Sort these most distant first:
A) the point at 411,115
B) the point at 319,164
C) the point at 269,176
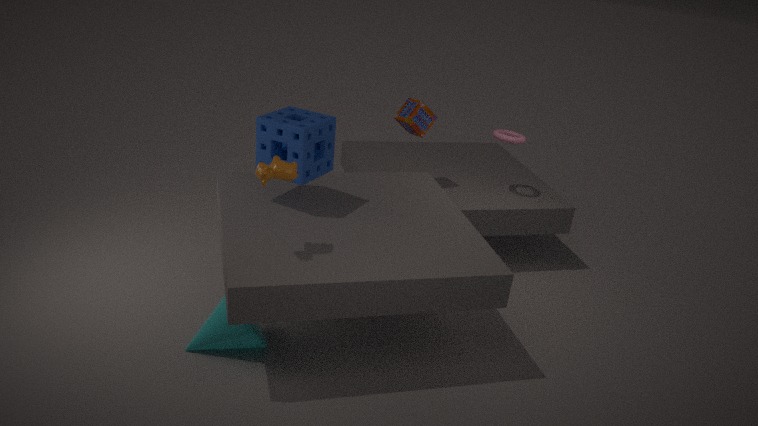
the point at 411,115 → the point at 319,164 → the point at 269,176
